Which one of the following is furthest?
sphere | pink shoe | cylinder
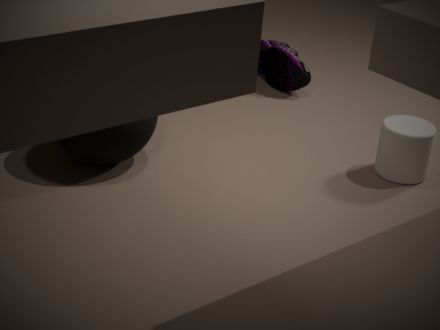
pink shoe
